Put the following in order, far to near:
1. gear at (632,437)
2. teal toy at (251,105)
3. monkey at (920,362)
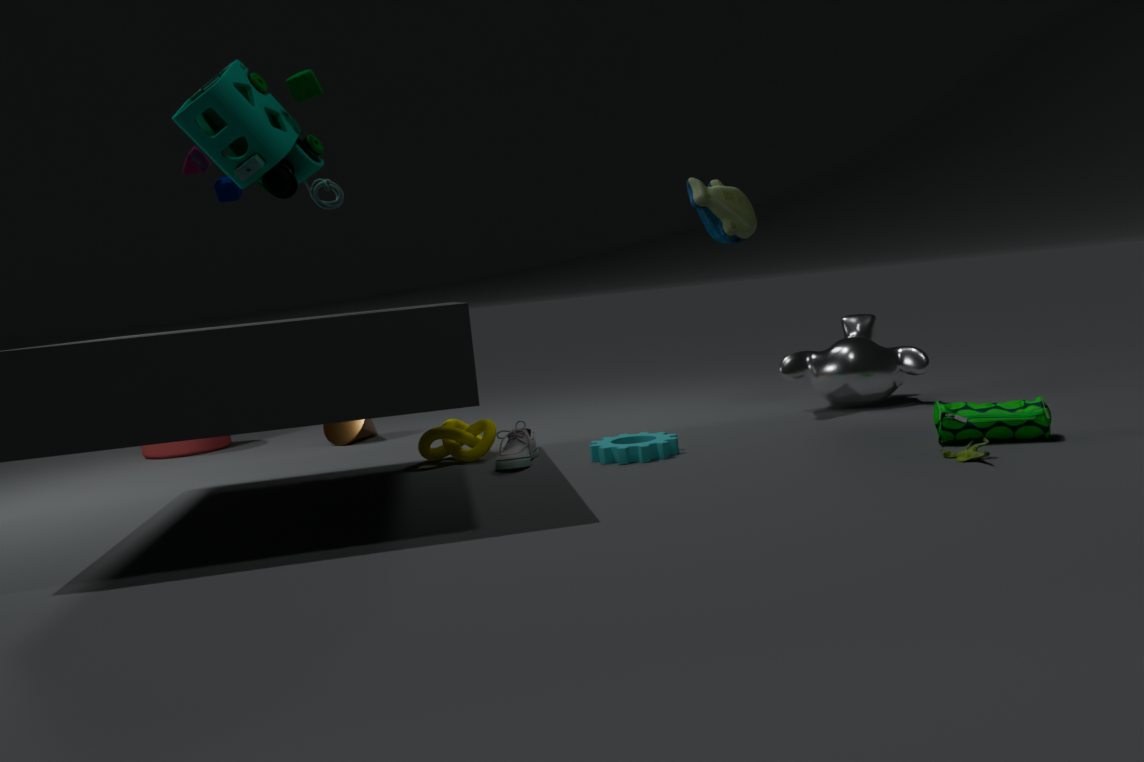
monkey at (920,362), gear at (632,437), teal toy at (251,105)
